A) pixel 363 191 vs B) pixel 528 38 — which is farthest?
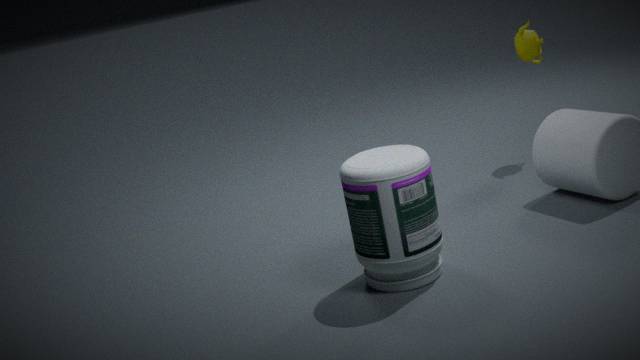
B. pixel 528 38
